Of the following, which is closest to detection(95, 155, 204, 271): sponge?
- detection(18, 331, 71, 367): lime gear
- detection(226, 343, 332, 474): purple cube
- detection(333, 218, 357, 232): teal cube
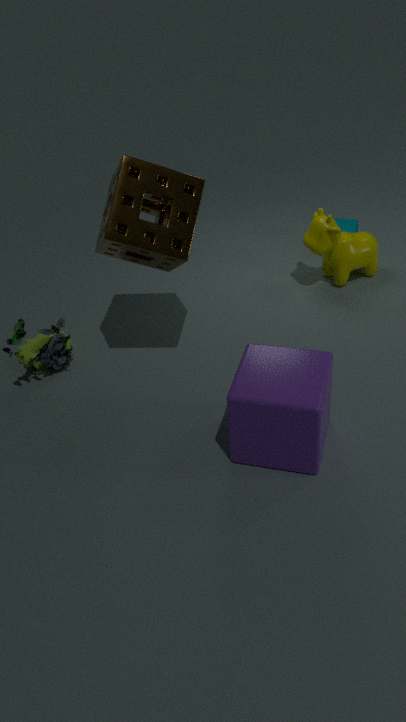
detection(226, 343, 332, 474): purple cube
